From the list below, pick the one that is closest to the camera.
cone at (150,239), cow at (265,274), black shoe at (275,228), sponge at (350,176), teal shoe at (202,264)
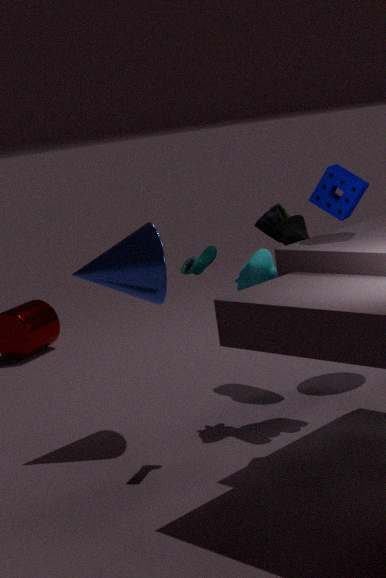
sponge at (350,176)
